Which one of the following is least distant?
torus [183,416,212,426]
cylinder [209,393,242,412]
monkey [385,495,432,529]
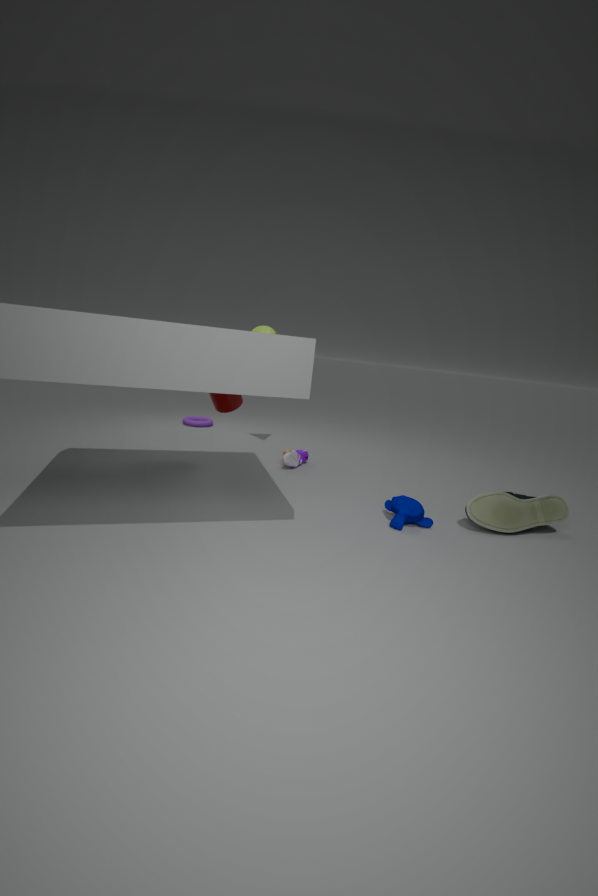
monkey [385,495,432,529]
